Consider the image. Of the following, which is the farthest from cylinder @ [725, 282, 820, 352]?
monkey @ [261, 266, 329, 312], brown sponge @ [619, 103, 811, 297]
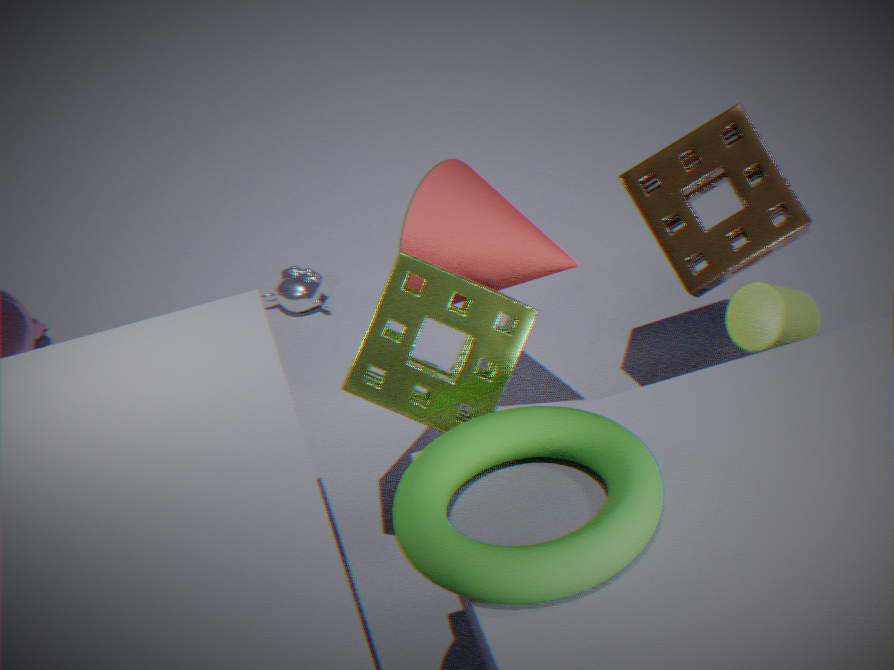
monkey @ [261, 266, 329, 312]
